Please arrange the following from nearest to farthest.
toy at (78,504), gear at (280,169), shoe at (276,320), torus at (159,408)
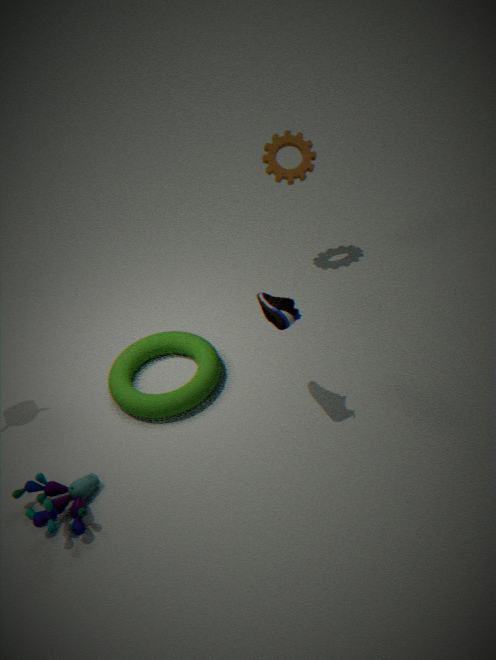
toy at (78,504)
shoe at (276,320)
torus at (159,408)
gear at (280,169)
